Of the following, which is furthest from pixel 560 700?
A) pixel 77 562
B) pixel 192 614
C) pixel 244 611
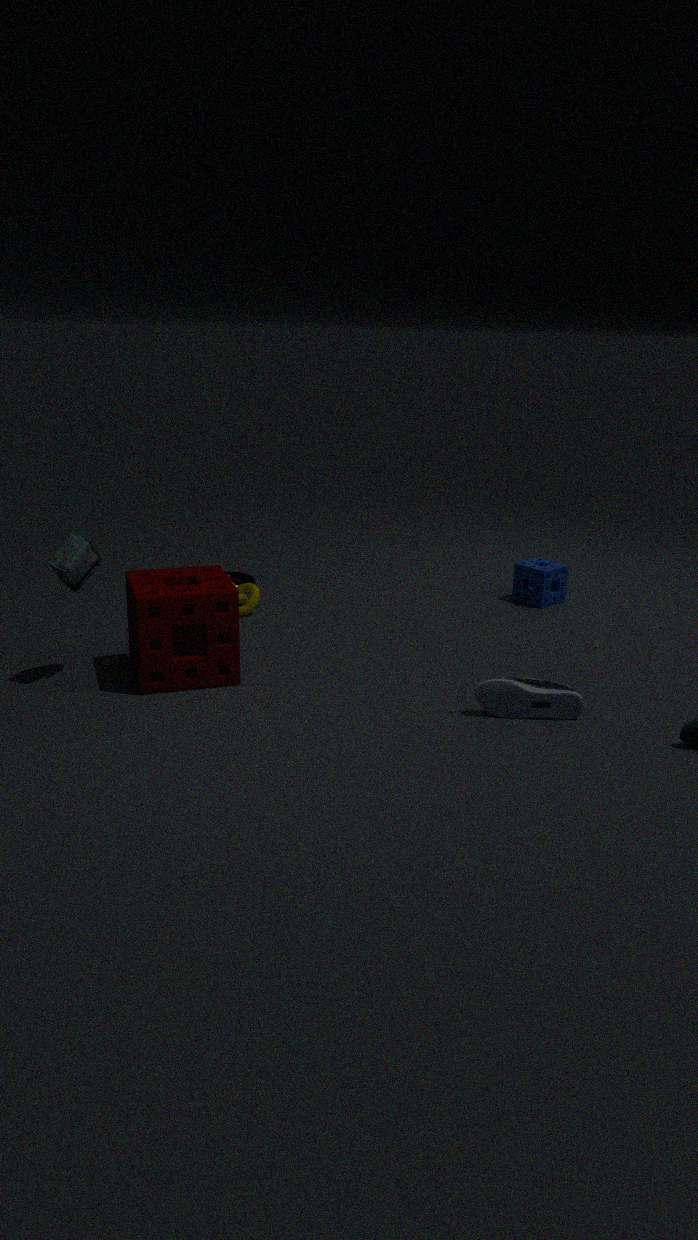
pixel 77 562
